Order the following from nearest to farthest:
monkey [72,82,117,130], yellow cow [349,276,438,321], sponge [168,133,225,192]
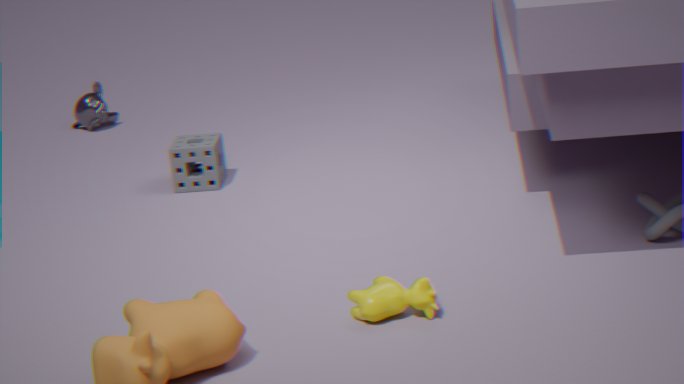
yellow cow [349,276,438,321] < sponge [168,133,225,192] < monkey [72,82,117,130]
